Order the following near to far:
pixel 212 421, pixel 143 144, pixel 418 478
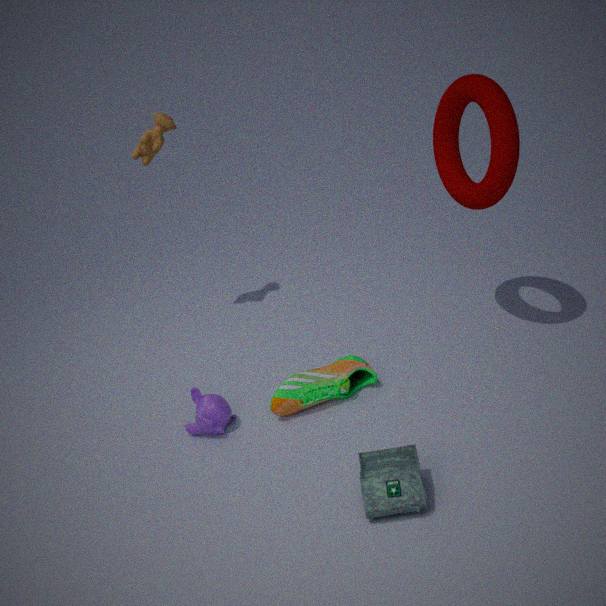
pixel 418 478, pixel 212 421, pixel 143 144
